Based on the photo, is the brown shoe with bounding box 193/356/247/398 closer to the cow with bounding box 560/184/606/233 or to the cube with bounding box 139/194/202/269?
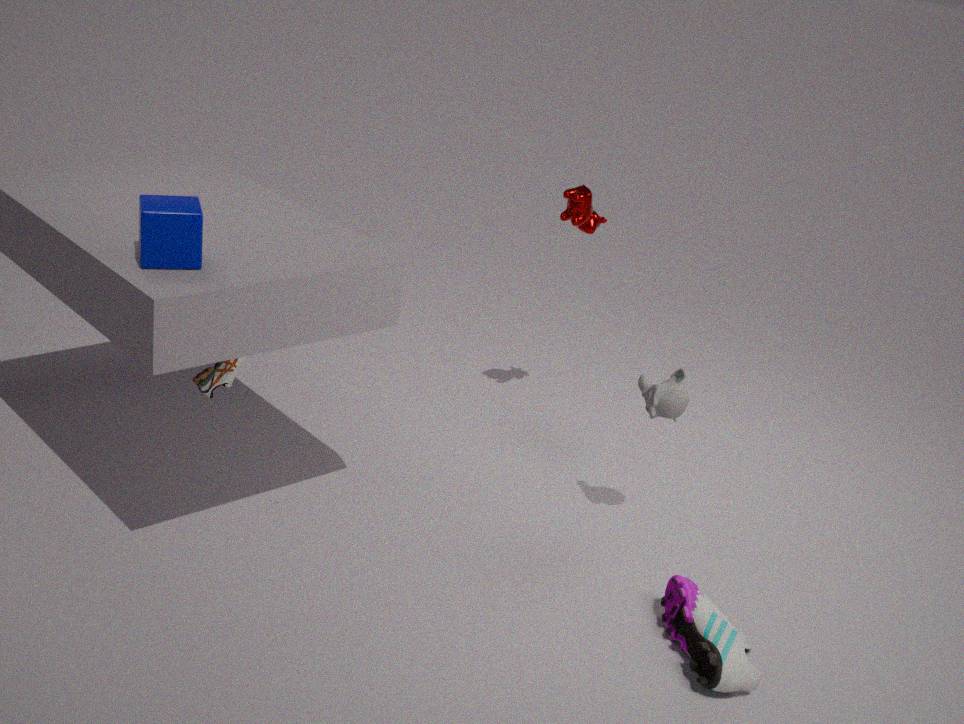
the cube with bounding box 139/194/202/269
